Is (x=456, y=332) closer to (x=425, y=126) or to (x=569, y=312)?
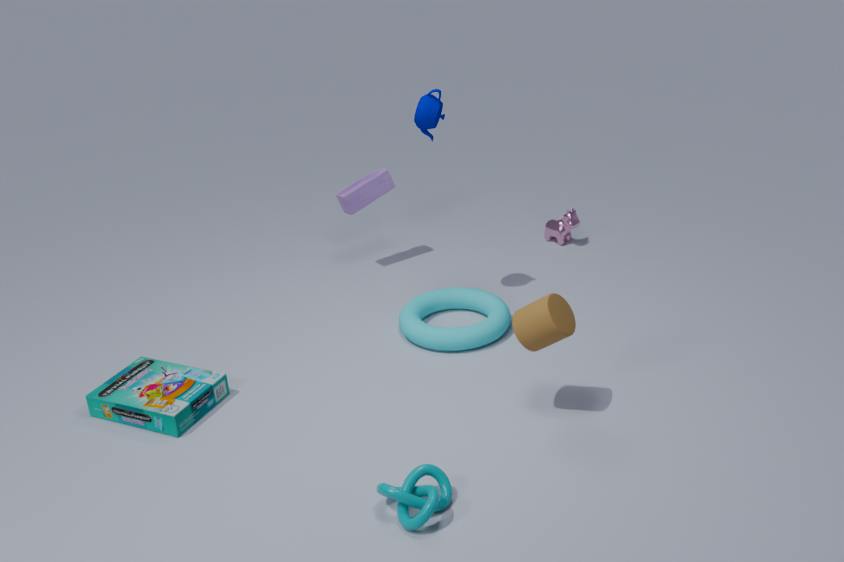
(x=569, y=312)
